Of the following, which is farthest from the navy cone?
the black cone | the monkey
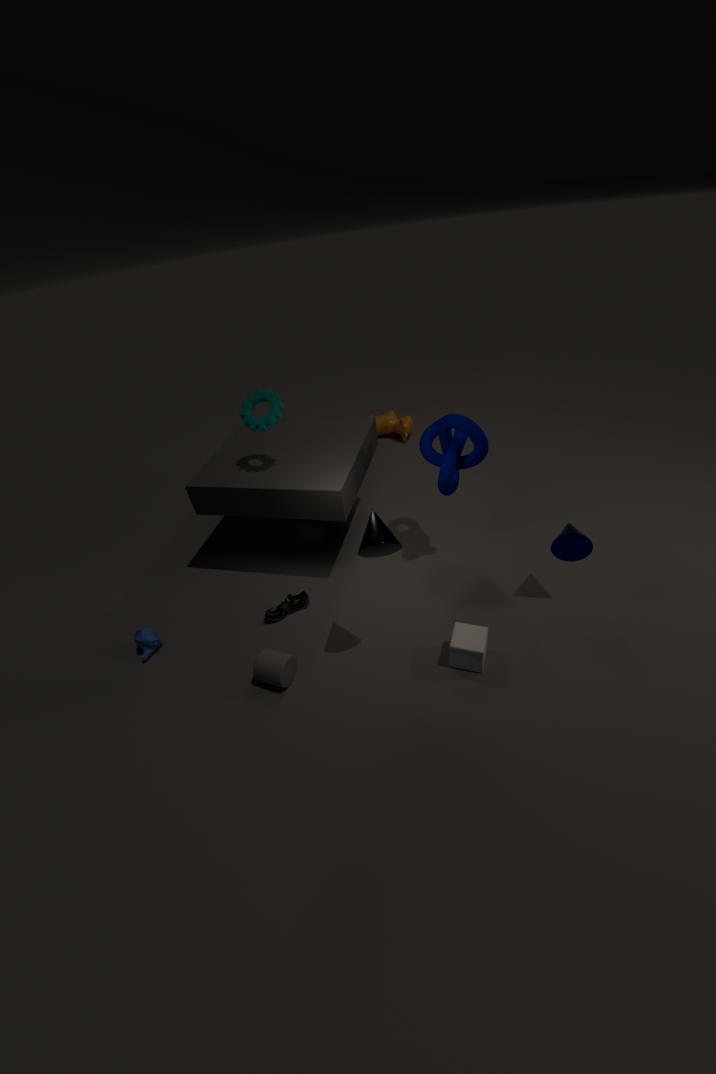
the monkey
